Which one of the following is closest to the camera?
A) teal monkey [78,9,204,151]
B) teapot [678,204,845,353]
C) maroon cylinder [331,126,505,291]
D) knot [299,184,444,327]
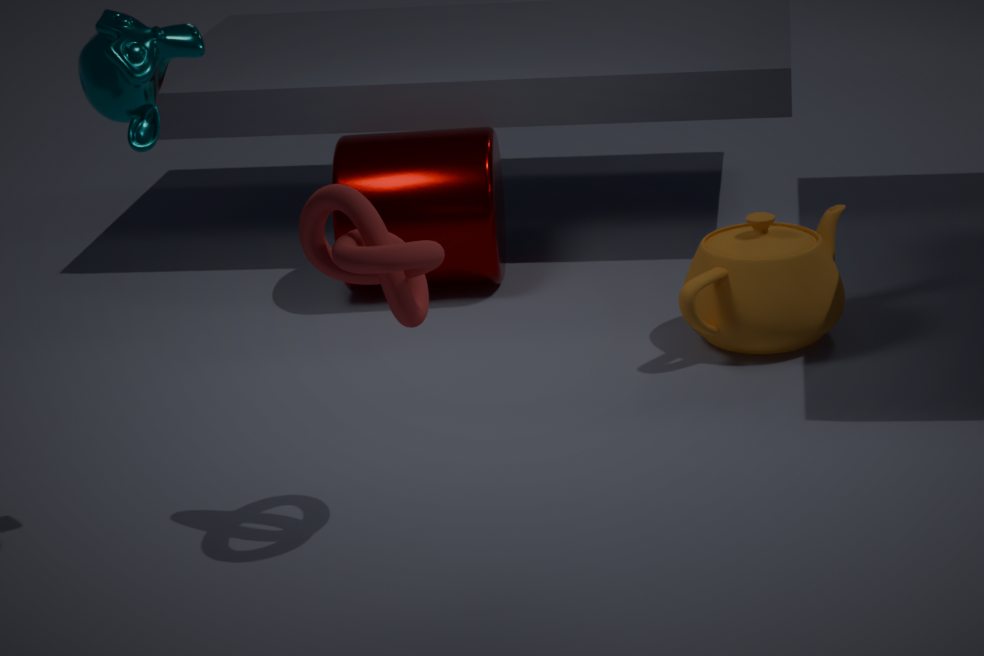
teal monkey [78,9,204,151]
